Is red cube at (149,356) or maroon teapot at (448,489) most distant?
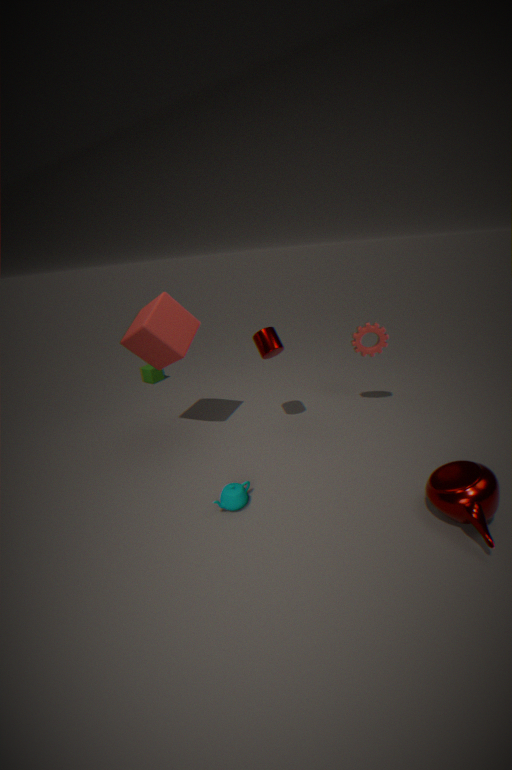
red cube at (149,356)
